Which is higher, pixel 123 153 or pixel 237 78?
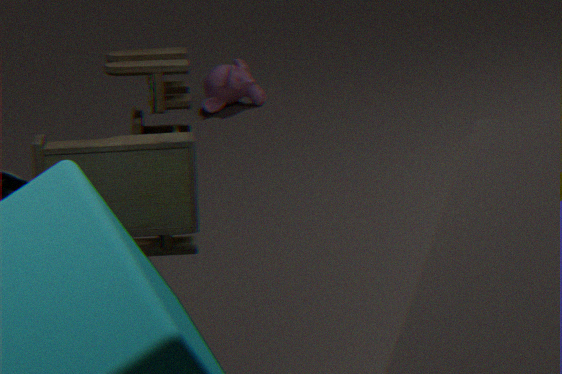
pixel 123 153
